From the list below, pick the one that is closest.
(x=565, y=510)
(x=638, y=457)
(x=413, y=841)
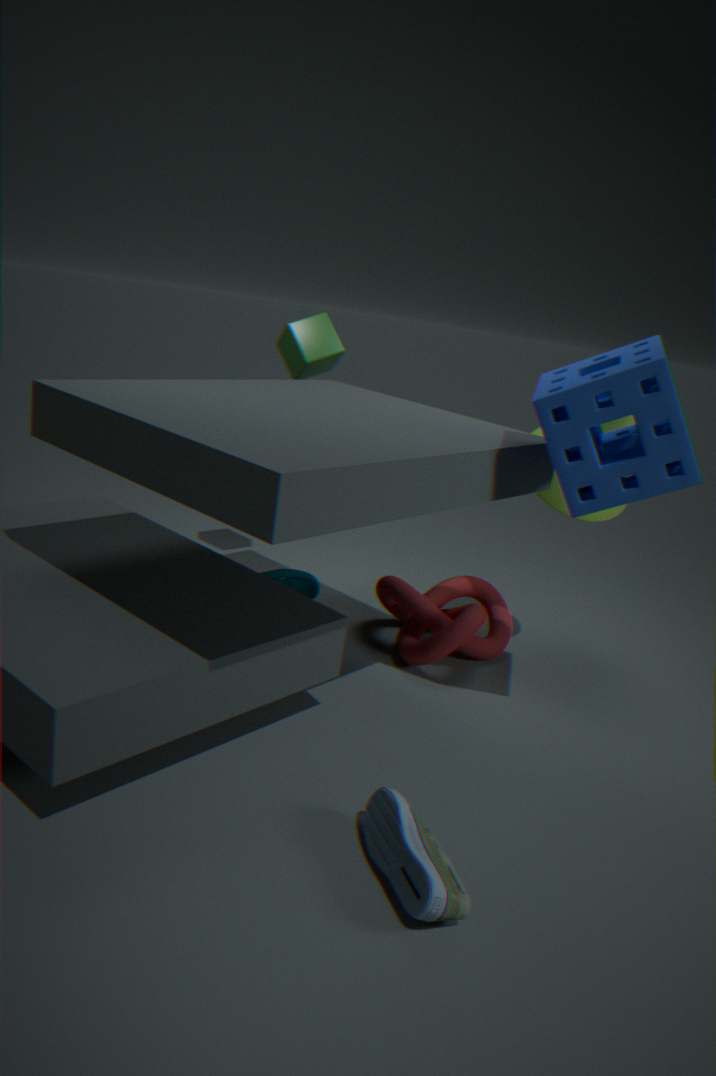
(x=413, y=841)
